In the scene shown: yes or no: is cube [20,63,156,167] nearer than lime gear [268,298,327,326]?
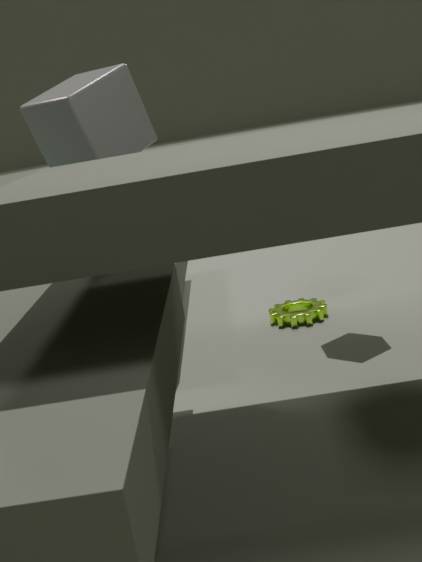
Yes
